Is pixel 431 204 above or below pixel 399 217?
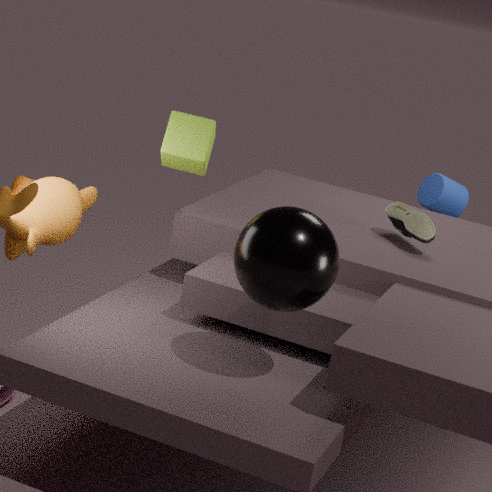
below
